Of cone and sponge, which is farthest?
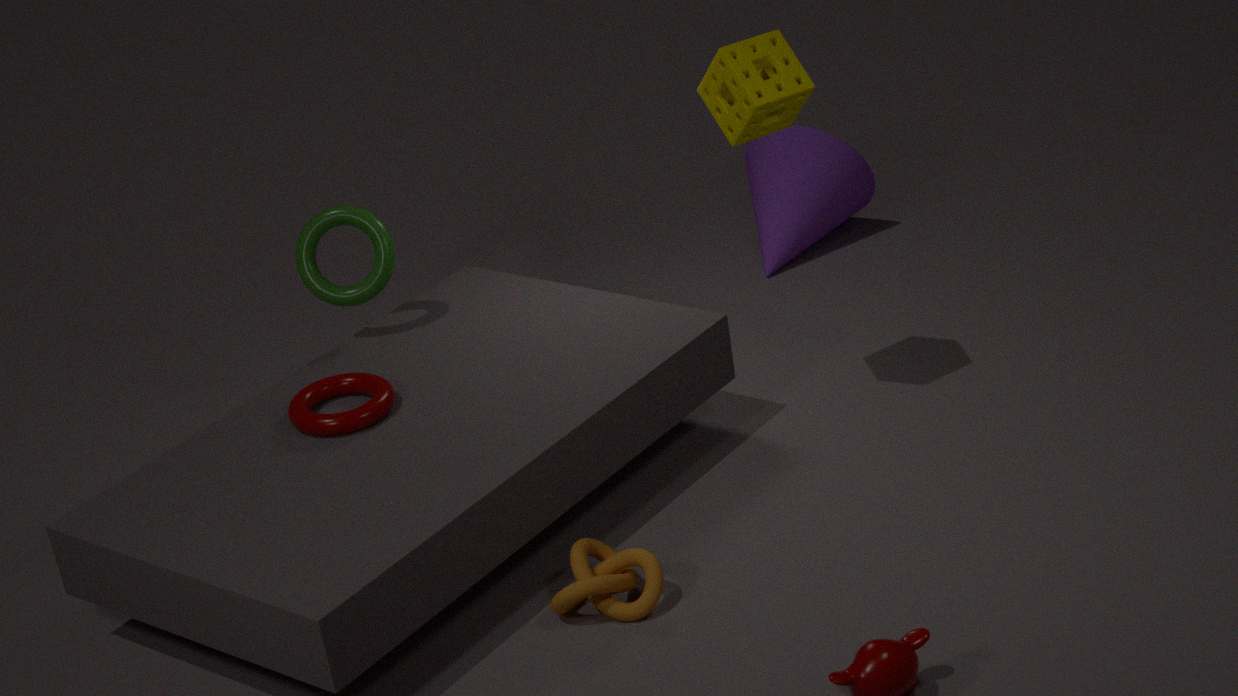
cone
